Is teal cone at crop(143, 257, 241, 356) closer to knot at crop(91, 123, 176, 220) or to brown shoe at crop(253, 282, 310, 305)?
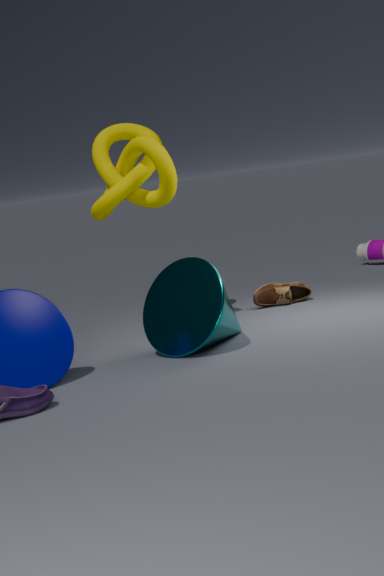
knot at crop(91, 123, 176, 220)
